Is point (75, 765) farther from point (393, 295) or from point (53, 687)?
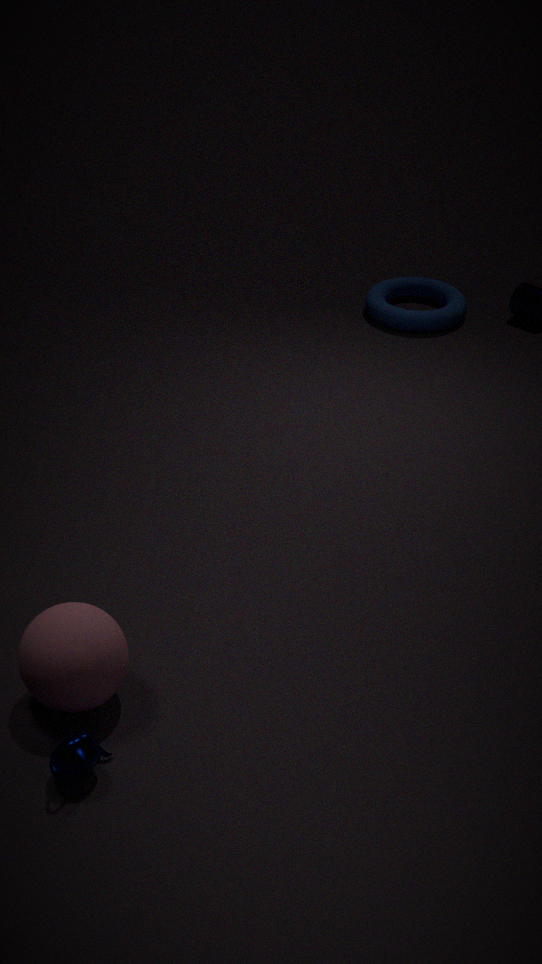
point (393, 295)
